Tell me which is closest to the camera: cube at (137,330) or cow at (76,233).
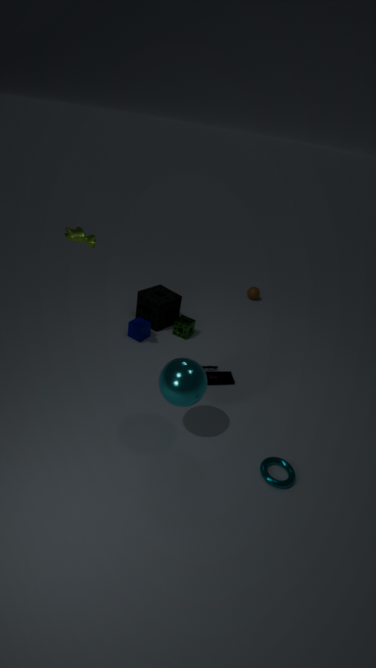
cow at (76,233)
